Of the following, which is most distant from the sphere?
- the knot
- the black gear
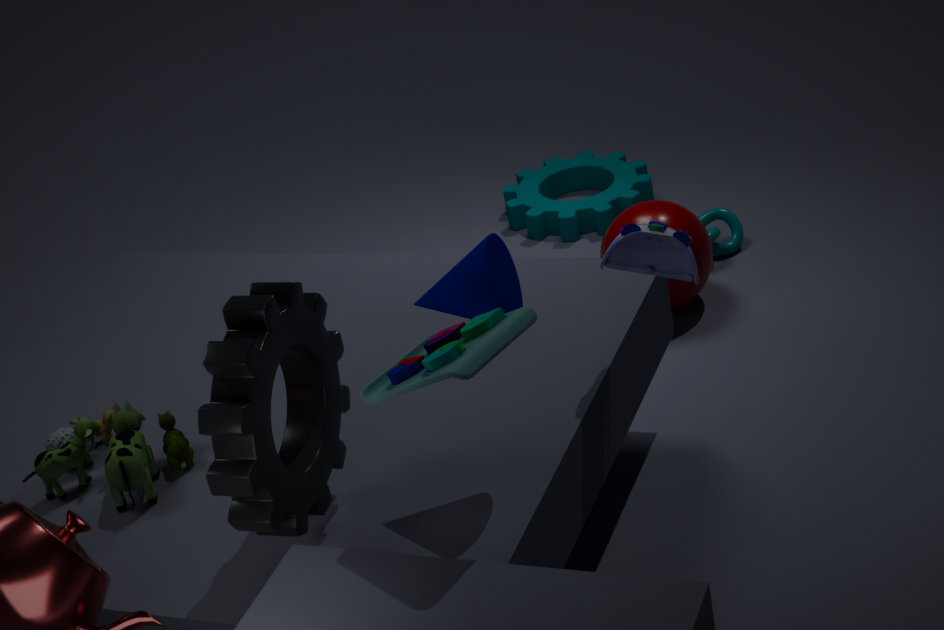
the black gear
